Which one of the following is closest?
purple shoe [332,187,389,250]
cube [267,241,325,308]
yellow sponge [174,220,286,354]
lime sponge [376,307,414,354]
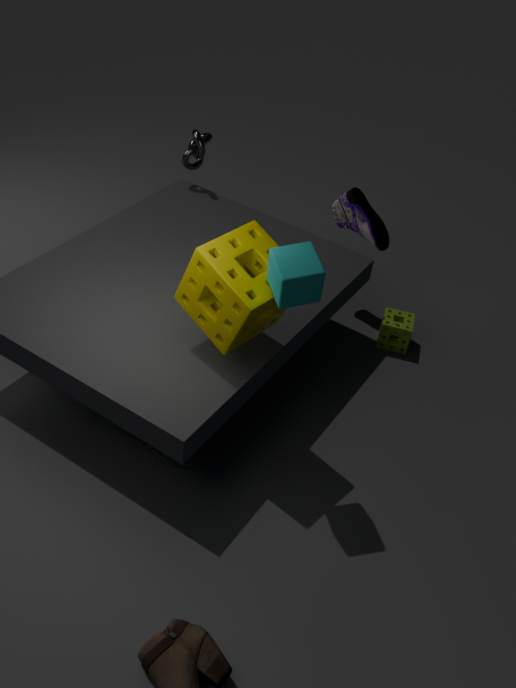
cube [267,241,325,308]
